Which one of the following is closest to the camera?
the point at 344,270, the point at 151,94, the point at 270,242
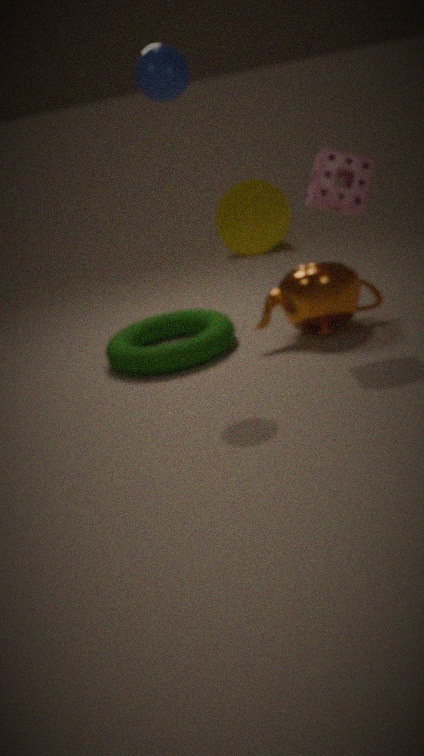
the point at 151,94
